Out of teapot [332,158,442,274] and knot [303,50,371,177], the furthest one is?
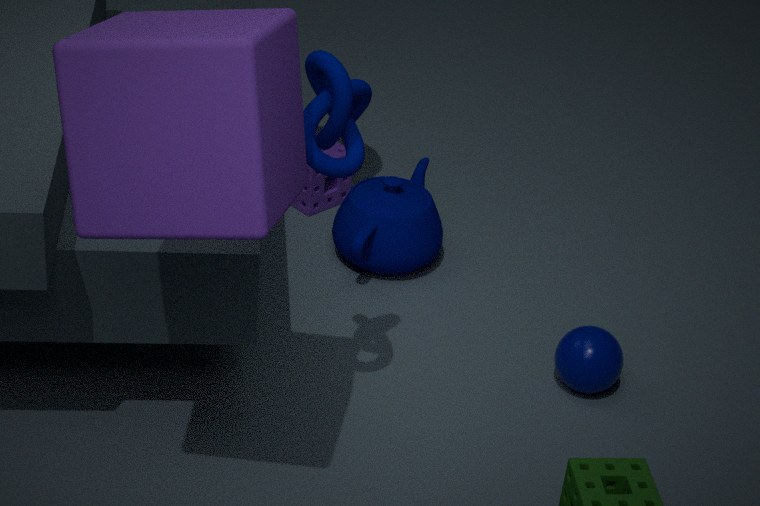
teapot [332,158,442,274]
